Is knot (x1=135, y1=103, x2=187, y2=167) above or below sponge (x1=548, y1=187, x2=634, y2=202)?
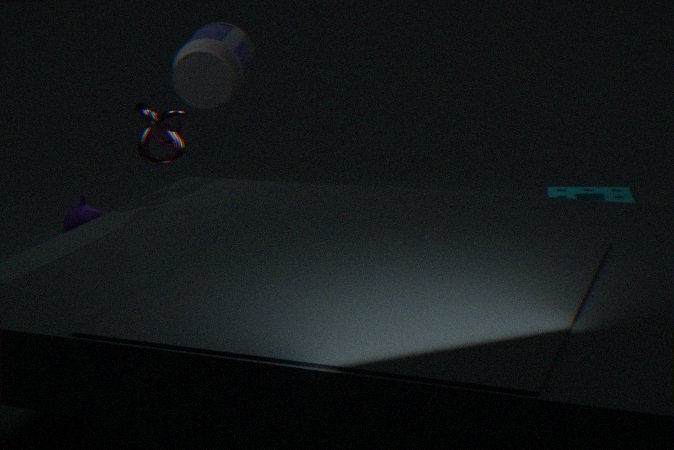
above
